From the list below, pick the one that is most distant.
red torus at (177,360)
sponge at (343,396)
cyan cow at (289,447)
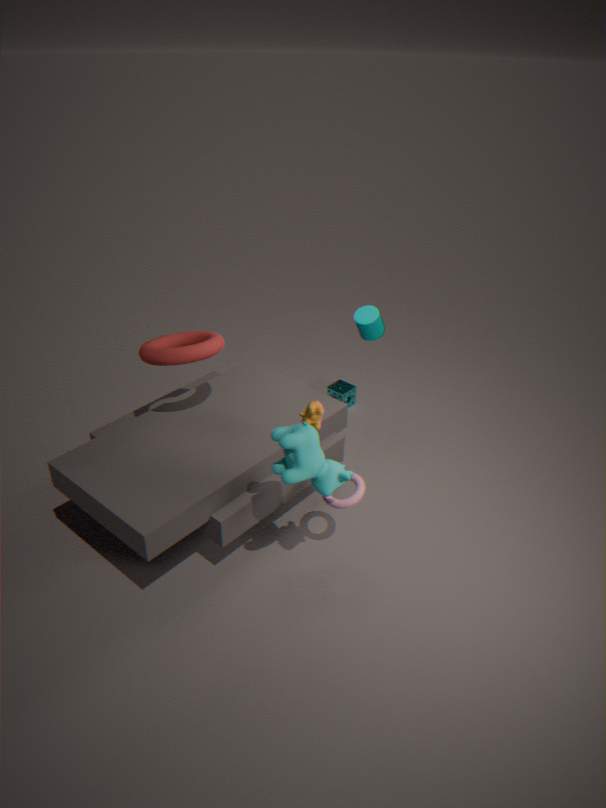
sponge at (343,396)
